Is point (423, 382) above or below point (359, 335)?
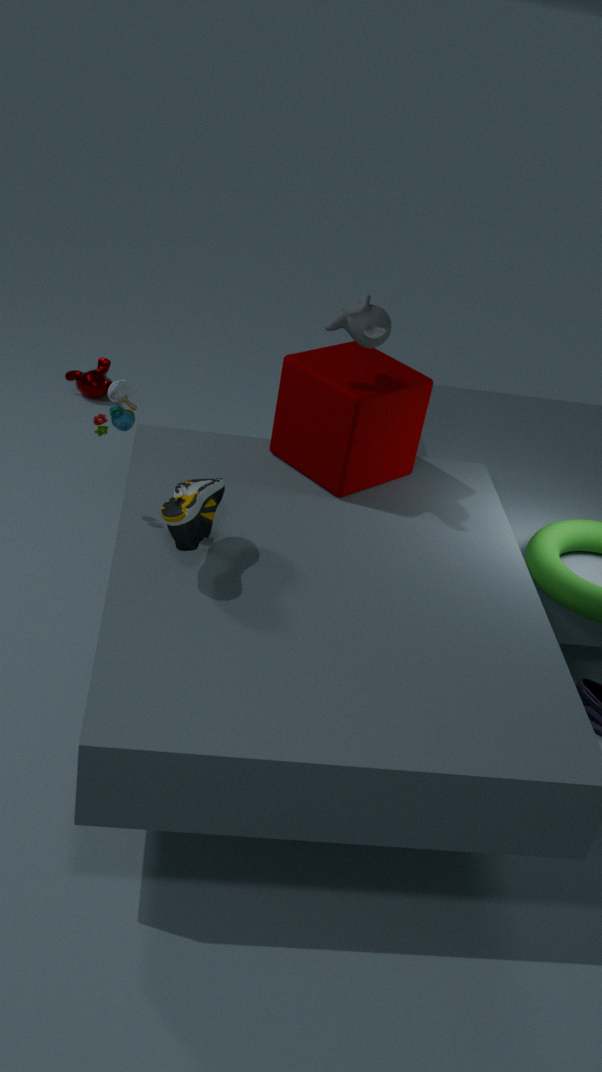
below
